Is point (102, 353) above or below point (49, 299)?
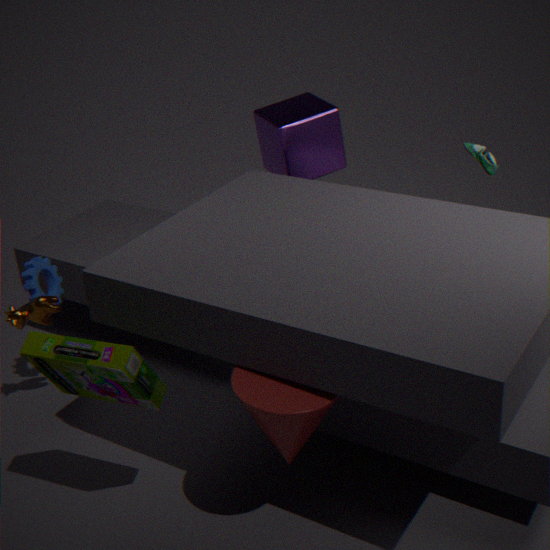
above
